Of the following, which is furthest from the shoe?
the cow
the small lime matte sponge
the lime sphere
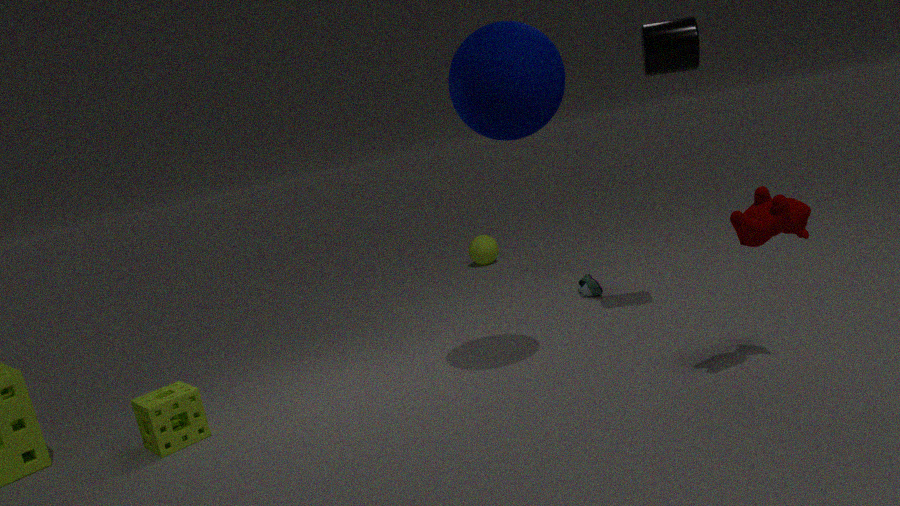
the small lime matte sponge
